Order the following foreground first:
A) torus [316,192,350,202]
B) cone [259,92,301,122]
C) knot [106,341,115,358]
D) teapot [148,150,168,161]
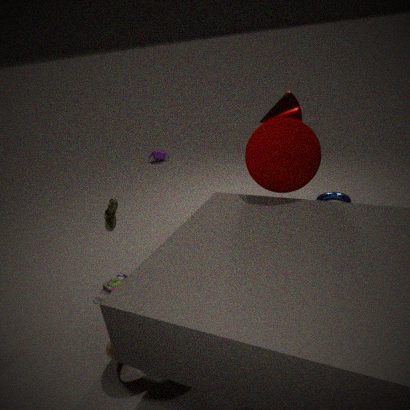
1. knot [106,341,115,358]
2. cone [259,92,301,122]
3. torus [316,192,350,202]
4. teapot [148,150,168,161]
